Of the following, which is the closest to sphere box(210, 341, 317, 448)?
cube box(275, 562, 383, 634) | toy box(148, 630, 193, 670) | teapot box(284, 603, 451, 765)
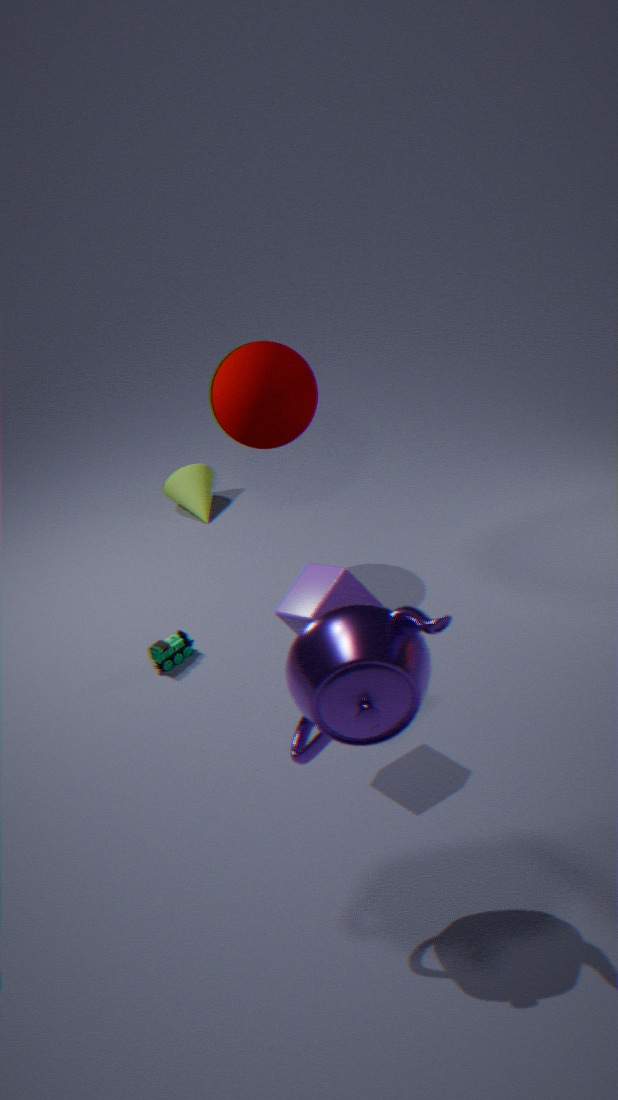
toy box(148, 630, 193, 670)
